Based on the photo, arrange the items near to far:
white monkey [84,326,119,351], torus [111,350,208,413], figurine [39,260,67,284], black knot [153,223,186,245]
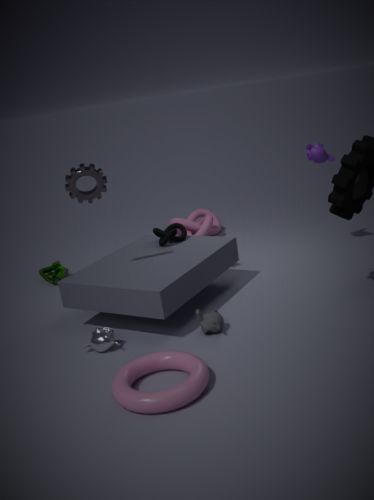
torus [111,350,208,413] < white monkey [84,326,119,351] < black knot [153,223,186,245] < figurine [39,260,67,284]
